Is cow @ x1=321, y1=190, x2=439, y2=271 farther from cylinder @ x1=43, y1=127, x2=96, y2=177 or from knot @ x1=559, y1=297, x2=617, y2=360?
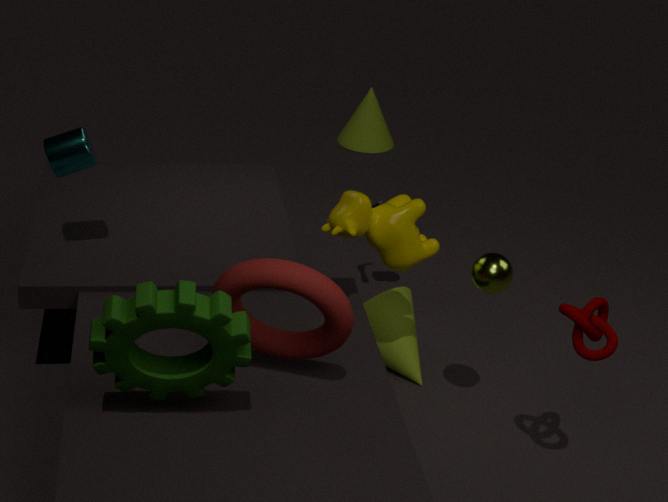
cylinder @ x1=43, y1=127, x2=96, y2=177
